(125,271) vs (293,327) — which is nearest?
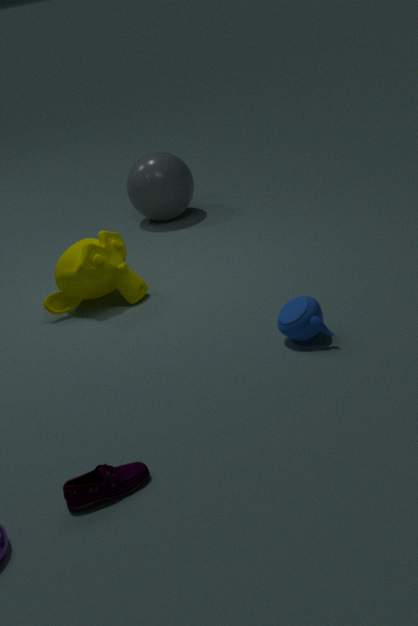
(293,327)
